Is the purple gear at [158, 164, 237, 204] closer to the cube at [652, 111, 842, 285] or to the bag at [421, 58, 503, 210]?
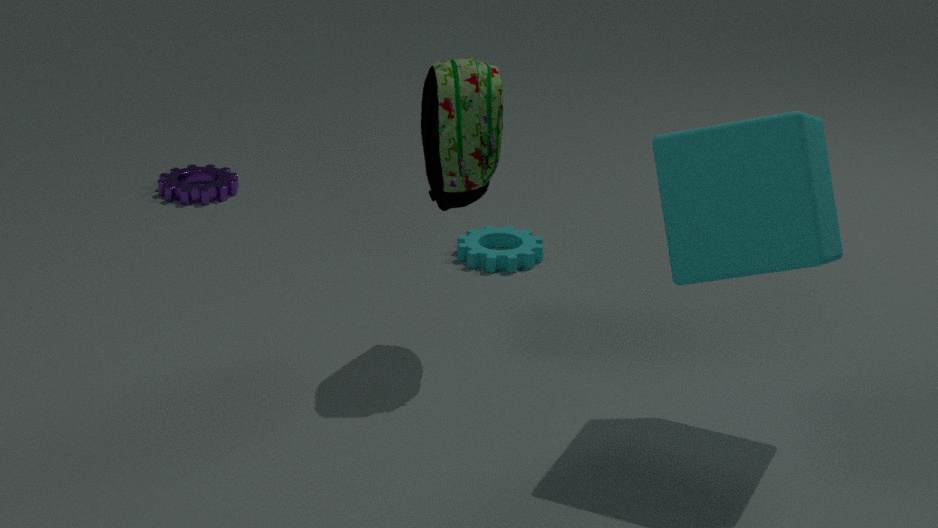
the bag at [421, 58, 503, 210]
